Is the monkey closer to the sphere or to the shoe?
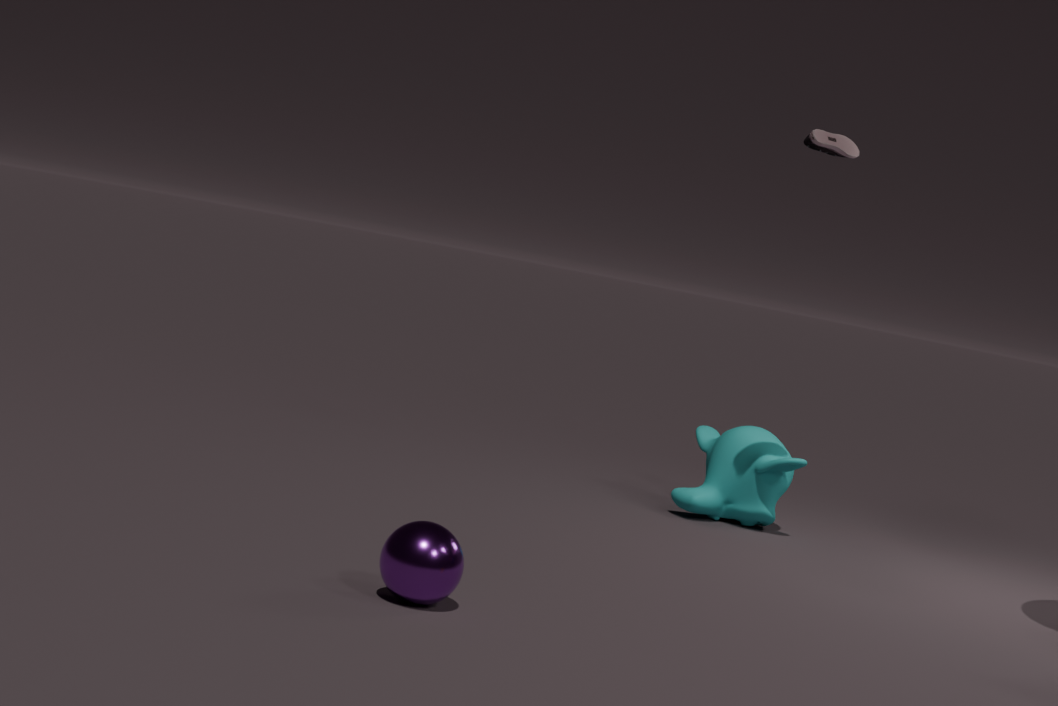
the shoe
